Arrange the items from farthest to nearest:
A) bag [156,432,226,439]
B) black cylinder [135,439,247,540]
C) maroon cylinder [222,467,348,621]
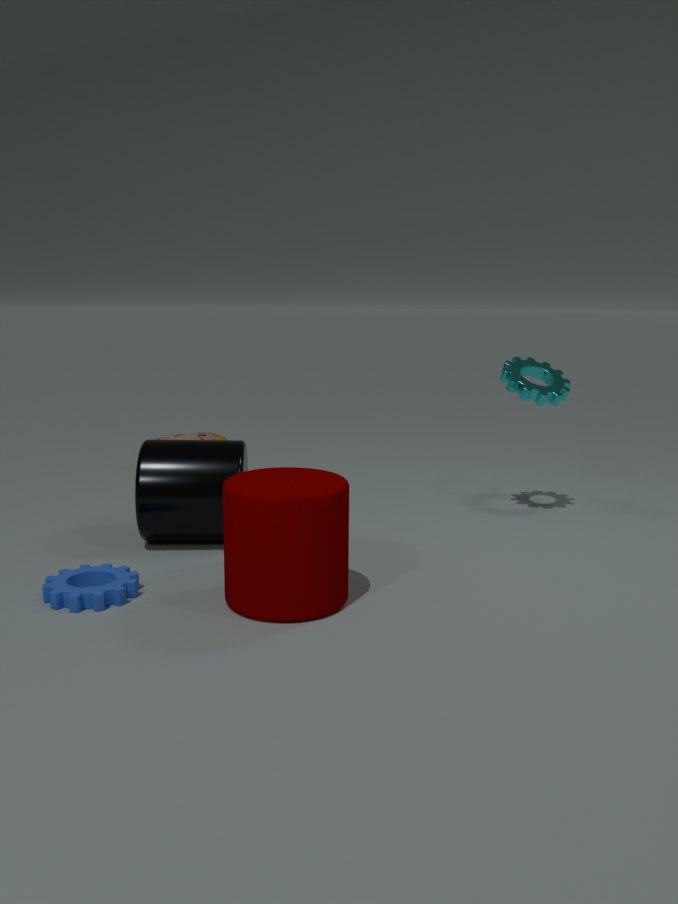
bag [156,432,226,439], black cylinder [135,439,247,540], maroon cylinder [222,467,348,621]
